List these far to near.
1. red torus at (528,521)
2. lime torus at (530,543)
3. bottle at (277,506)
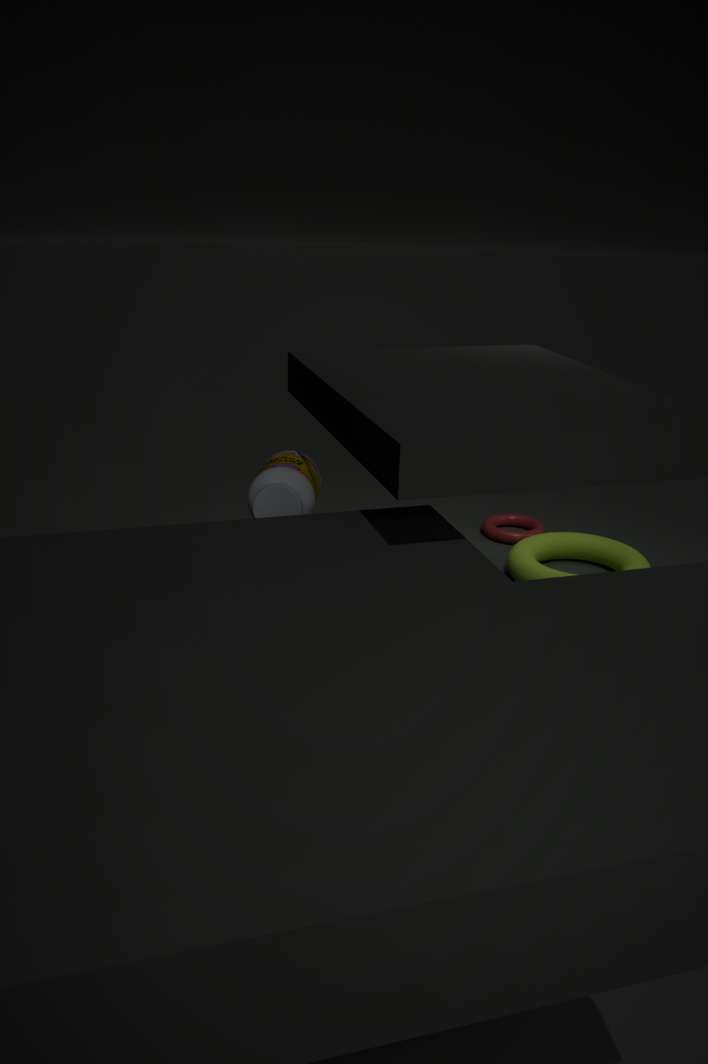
red torus at (528,521), lime torus at (530,543), bottle at (277,506)
